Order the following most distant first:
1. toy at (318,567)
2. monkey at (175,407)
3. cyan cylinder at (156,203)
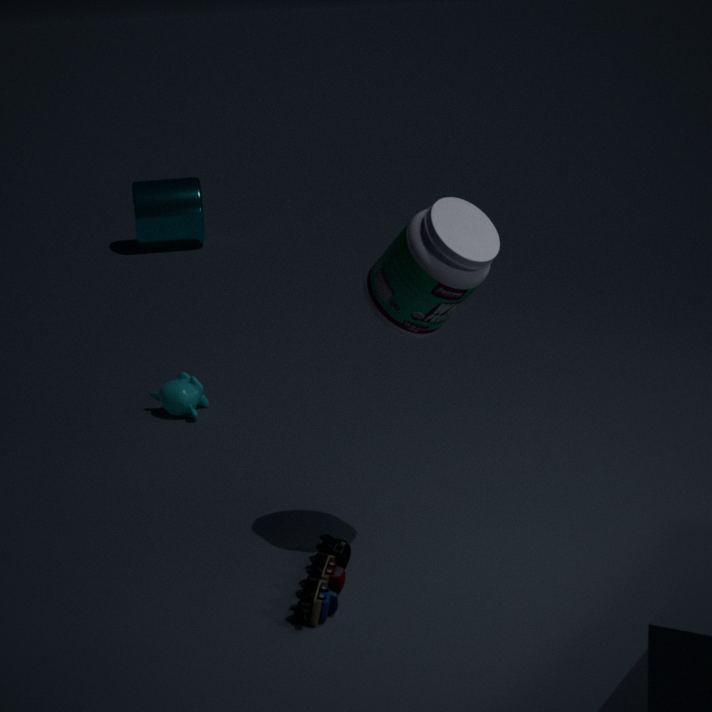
cyan cylinder at (156,203) < monkey at (175,407) < toy at (318,567)
